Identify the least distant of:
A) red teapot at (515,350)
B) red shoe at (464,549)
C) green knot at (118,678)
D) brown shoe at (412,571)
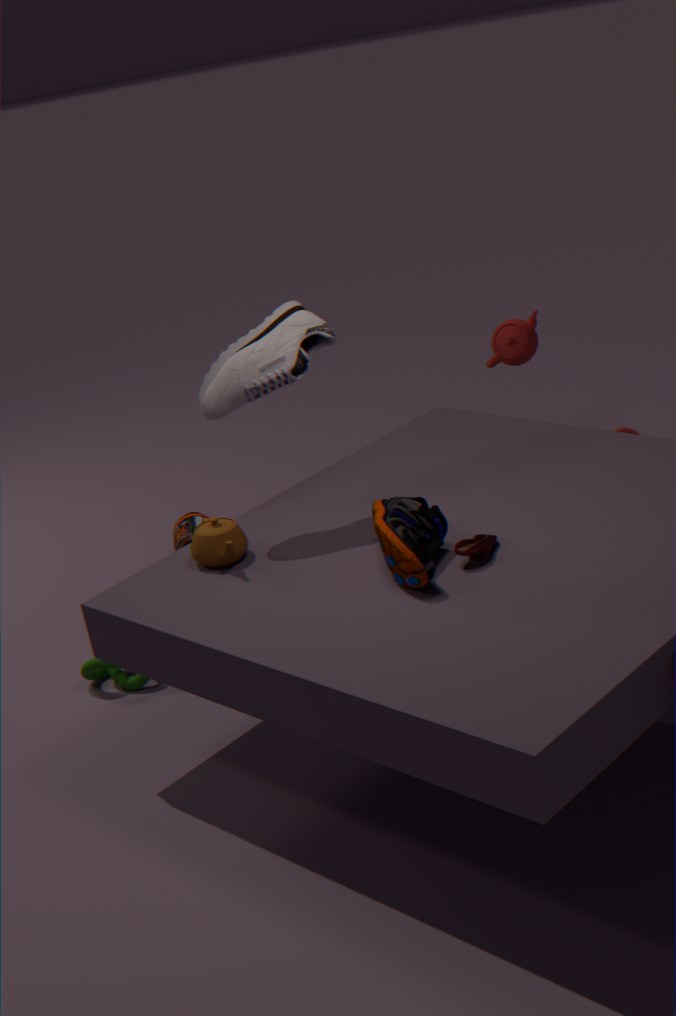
brown shoe at (412,571)
